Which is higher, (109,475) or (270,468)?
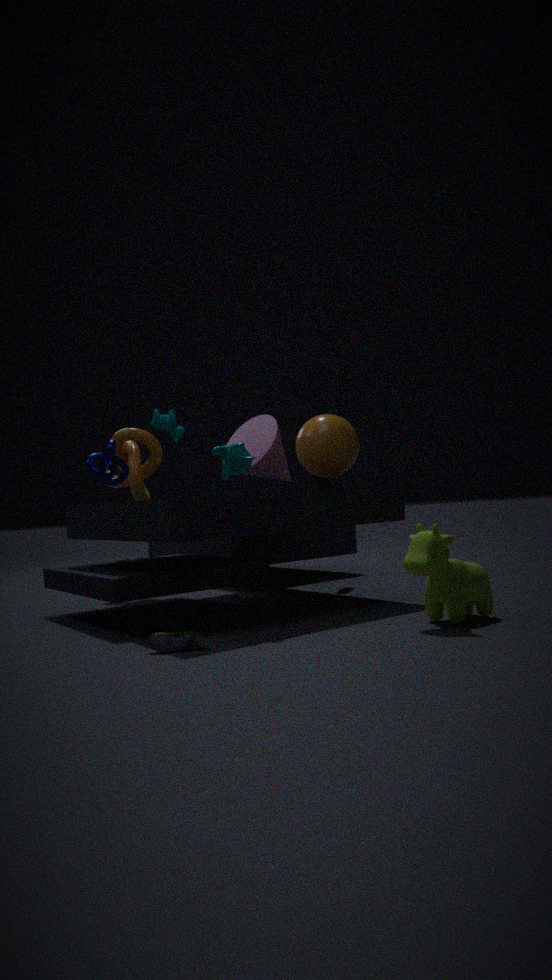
(270,468)
